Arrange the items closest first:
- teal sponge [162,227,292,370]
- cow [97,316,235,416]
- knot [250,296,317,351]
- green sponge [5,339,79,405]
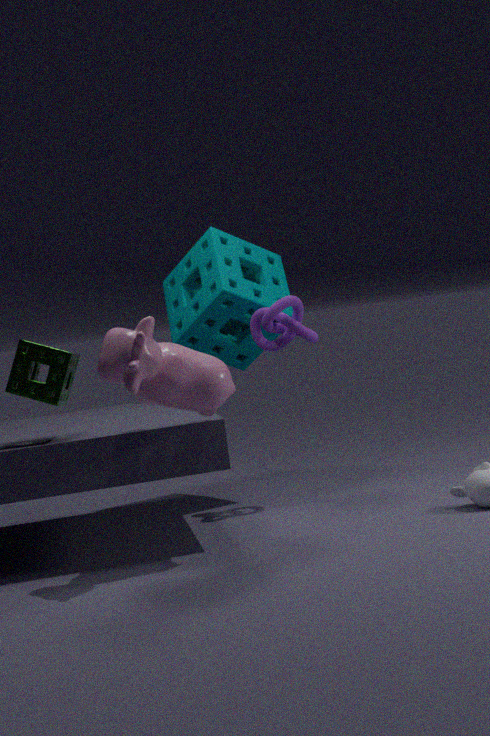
cow [97,316,235,416], green sponge [5,339,79,405], knot [250,296,317,351], teal sponge [162,227,292,370]
